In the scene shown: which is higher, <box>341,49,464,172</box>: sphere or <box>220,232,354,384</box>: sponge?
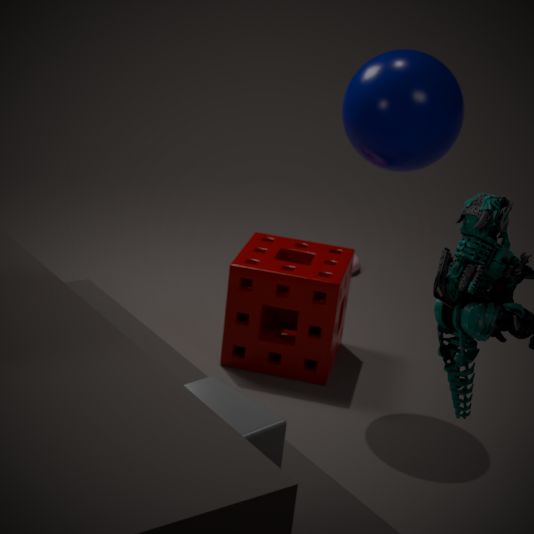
<box>341,49,464,172</box>: sphere
